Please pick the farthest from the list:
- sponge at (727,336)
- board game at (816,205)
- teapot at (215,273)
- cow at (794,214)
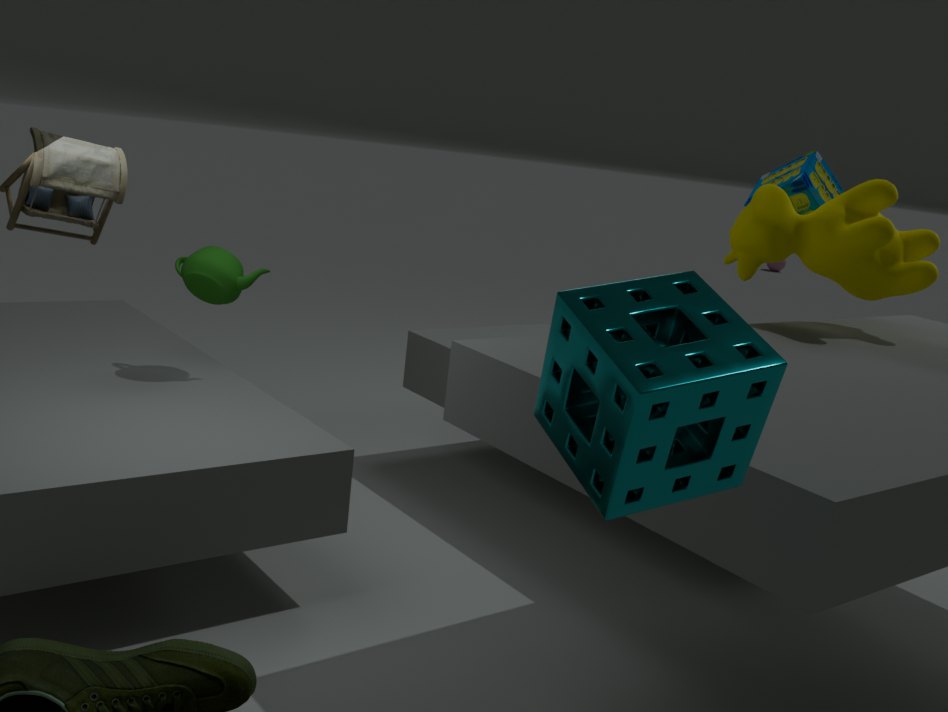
board game at (816,205)
